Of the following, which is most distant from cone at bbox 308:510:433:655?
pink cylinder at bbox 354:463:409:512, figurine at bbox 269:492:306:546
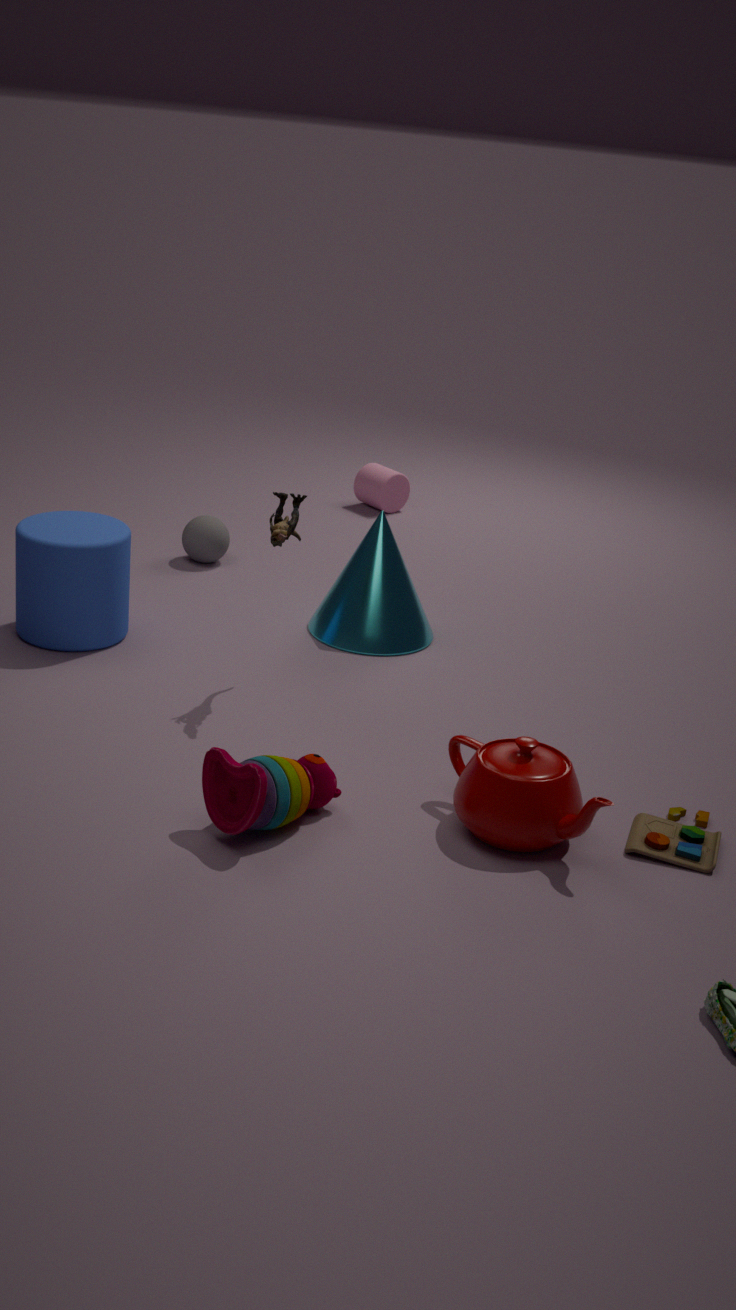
pink cylinder at bbox 354:463:409:512
